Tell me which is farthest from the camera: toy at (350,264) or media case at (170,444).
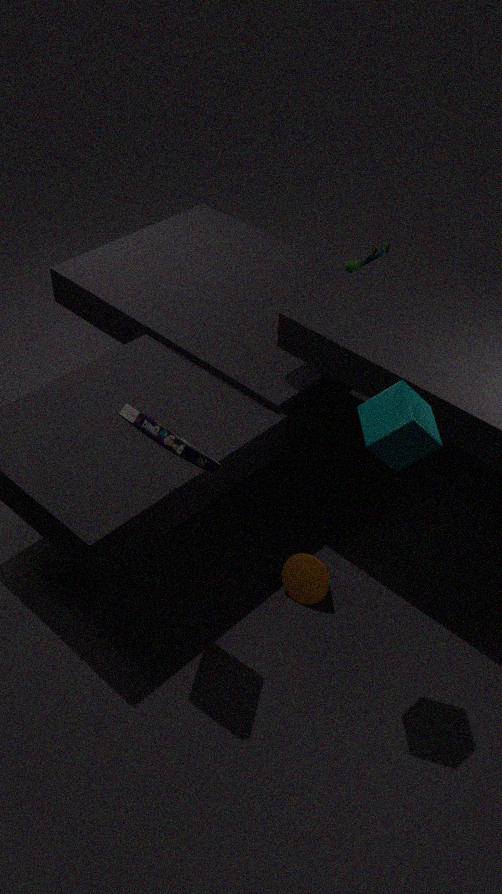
toy at (350,264)
